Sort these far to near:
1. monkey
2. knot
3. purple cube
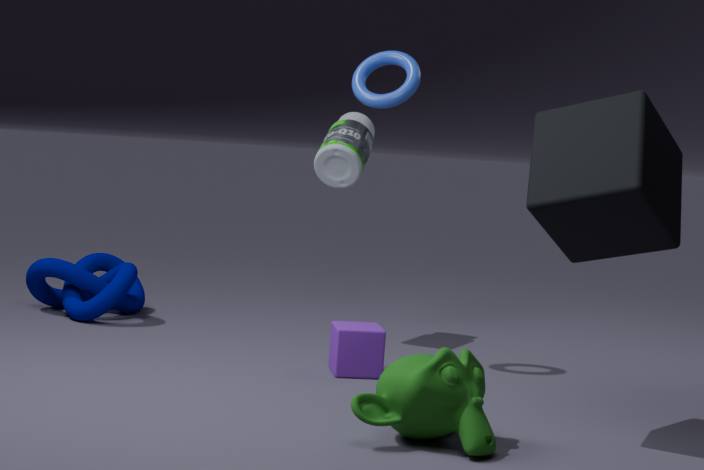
knot → purple cube → monkey
